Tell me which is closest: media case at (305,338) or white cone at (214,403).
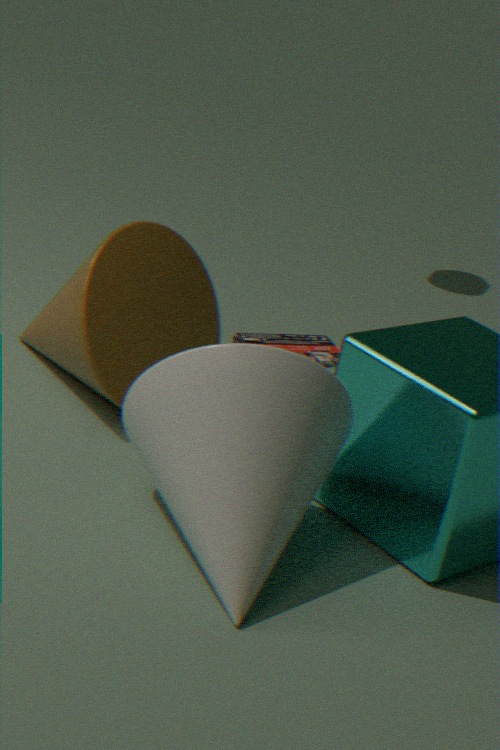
white cone at (214,403)
